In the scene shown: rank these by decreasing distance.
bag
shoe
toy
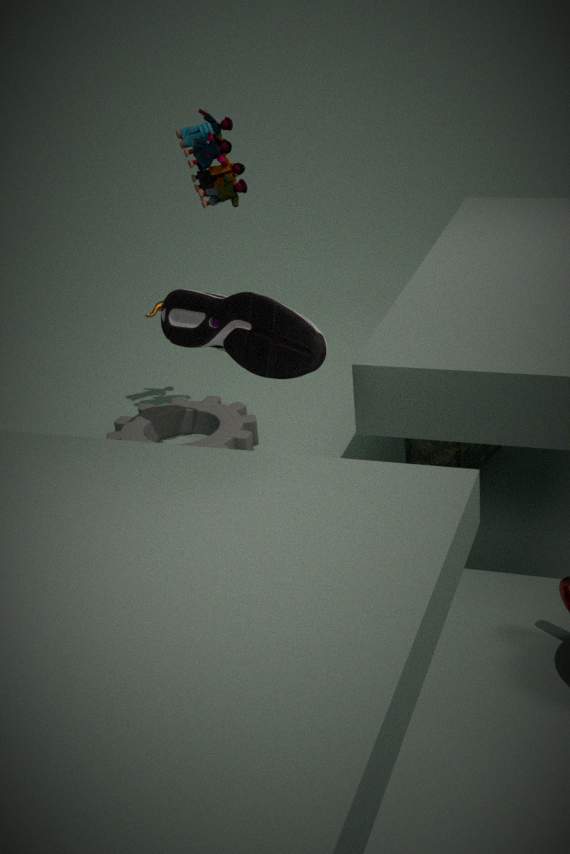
toy < bag < shoe
